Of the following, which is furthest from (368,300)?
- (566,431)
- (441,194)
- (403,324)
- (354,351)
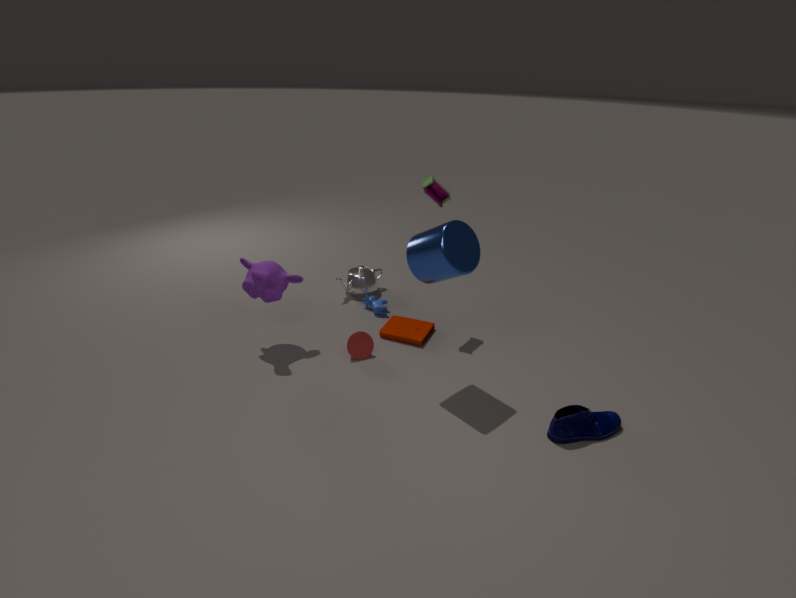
(566,431)
